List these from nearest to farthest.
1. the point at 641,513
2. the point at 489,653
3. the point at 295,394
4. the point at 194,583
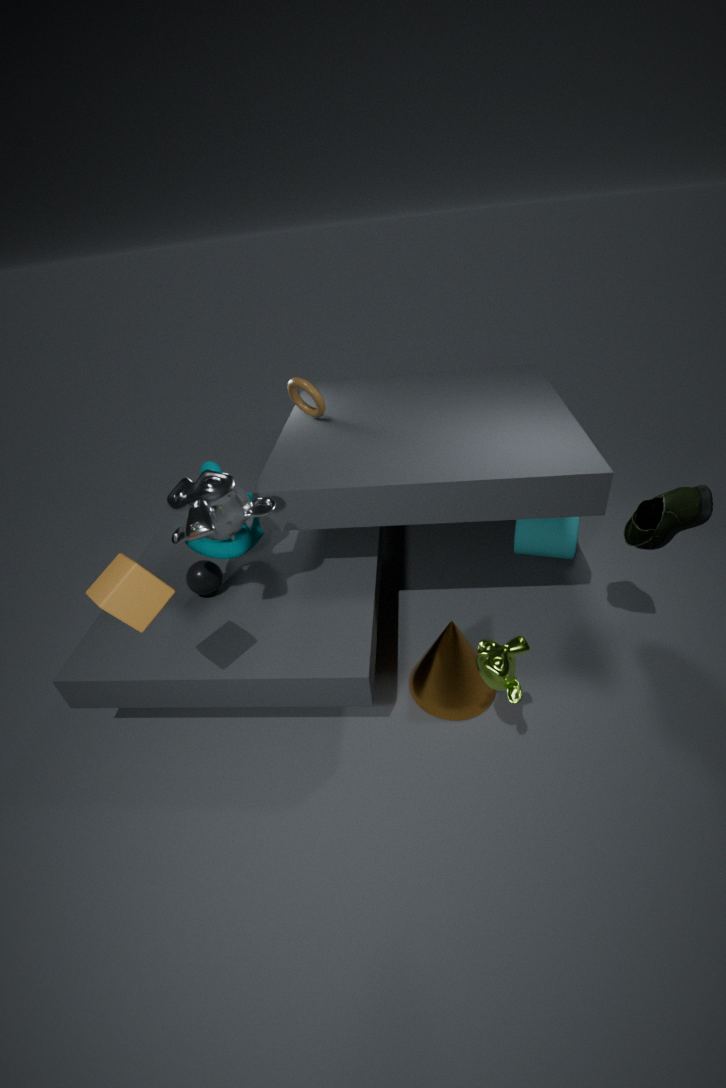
the point at 489,653, the point at 641,513, the point at 194,583, the point at 295,394
